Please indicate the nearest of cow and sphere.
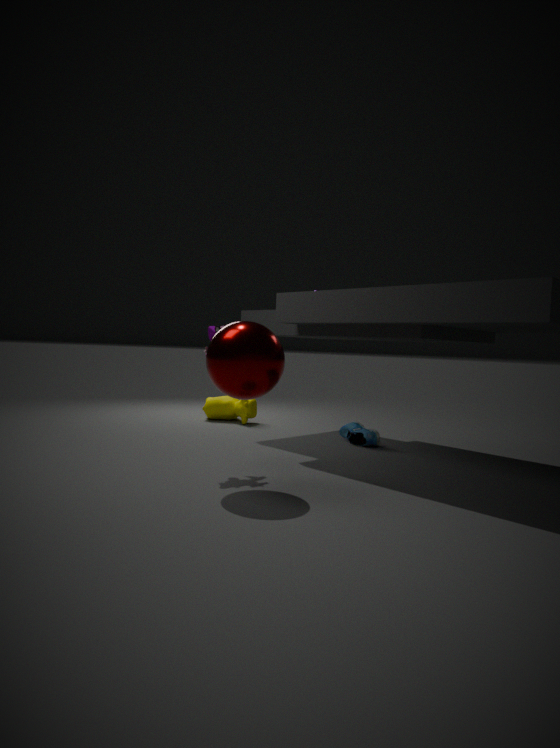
sphere
